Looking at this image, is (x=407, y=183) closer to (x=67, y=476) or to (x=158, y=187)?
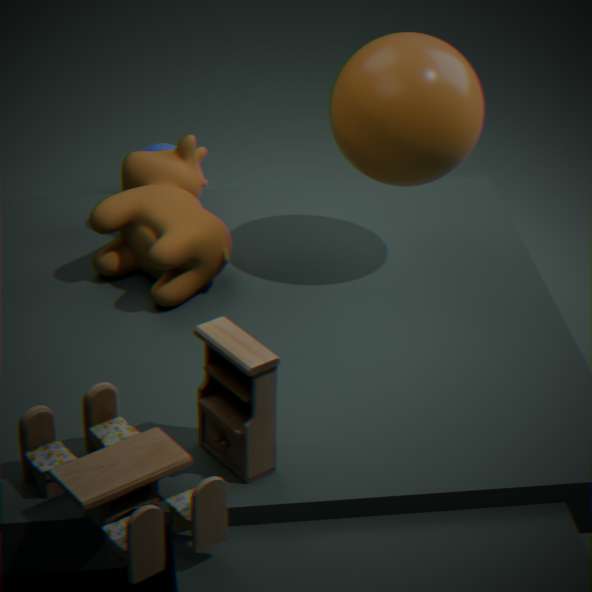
(x=158, y=187)
